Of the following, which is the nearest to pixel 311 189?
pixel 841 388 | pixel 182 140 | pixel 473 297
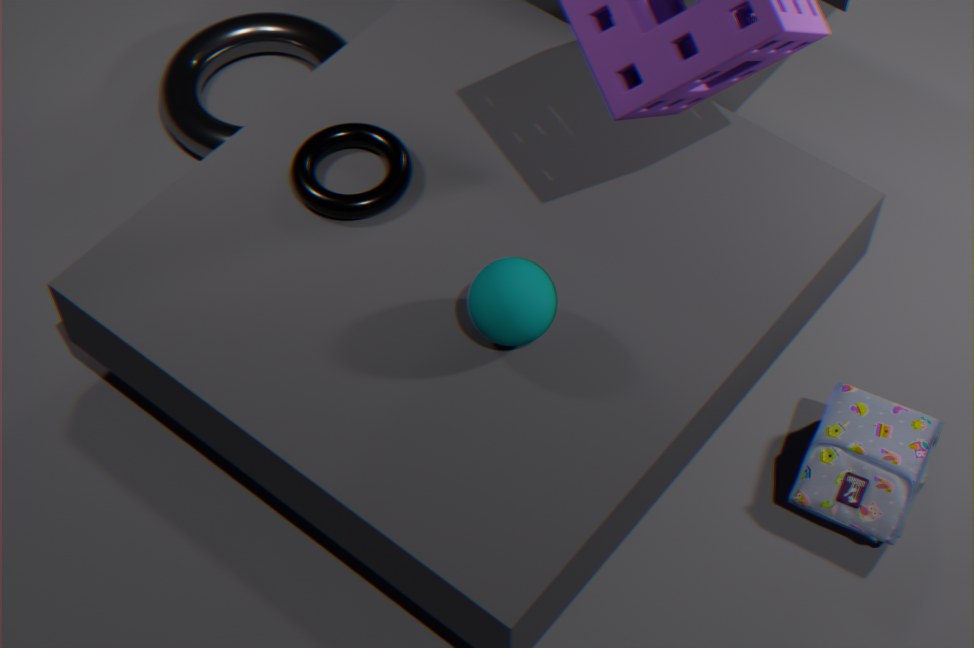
pixel 473 297
